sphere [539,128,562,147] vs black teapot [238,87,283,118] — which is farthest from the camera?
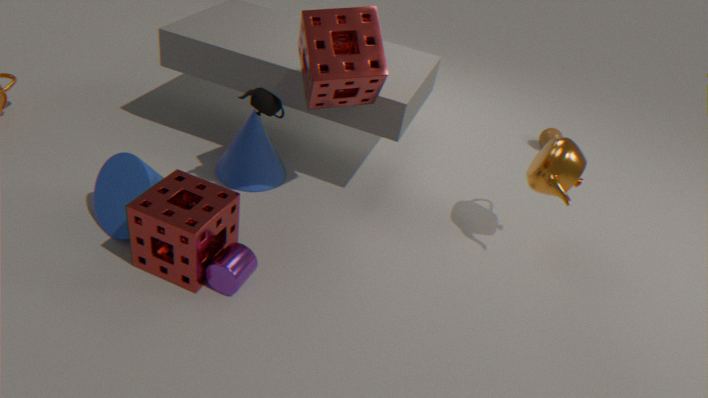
sphere [539,128,562,147]
